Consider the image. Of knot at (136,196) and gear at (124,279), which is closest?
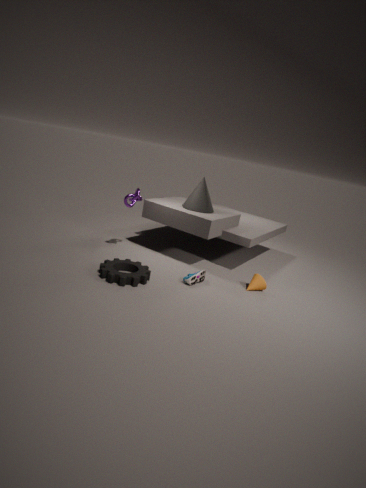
gear at (124,279)
